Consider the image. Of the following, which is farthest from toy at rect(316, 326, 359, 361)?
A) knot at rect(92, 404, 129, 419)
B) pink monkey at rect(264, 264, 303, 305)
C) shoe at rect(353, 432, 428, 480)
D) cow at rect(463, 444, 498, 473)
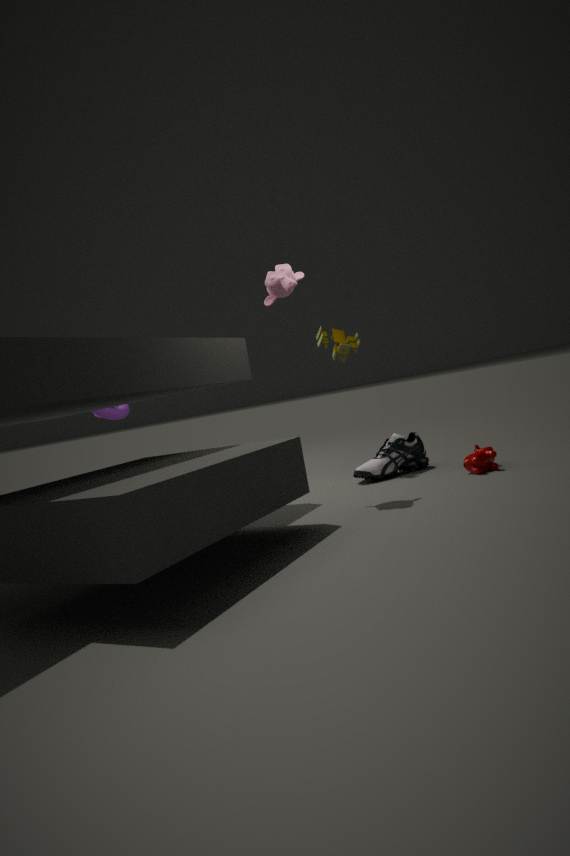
knot at rect(92, 404, 129, 419)
